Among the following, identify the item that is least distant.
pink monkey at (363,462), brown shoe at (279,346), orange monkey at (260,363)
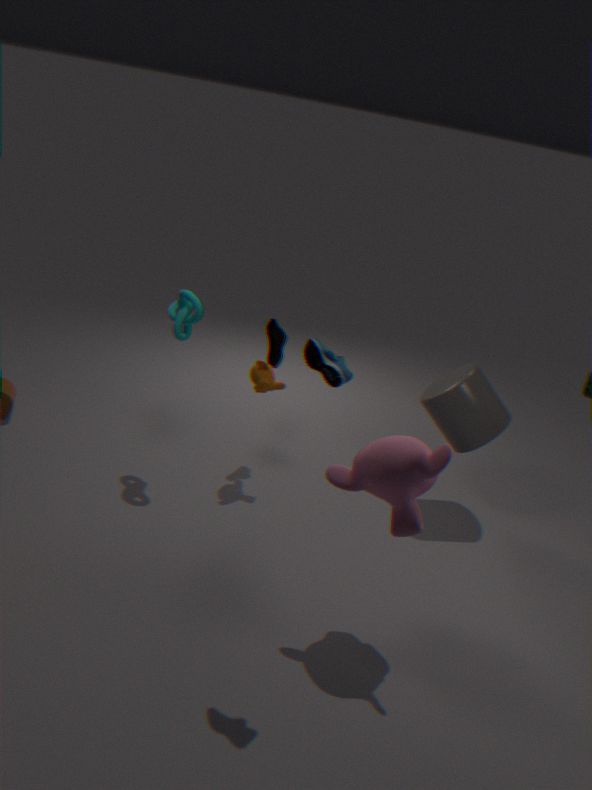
pink monkey at (363,462)
